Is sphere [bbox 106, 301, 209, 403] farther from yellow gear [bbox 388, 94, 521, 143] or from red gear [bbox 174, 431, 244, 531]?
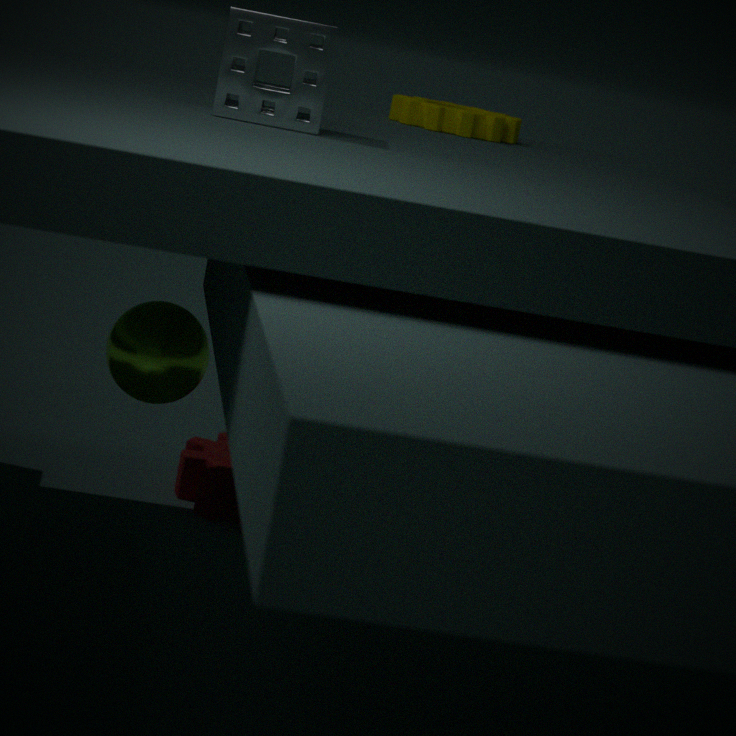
yellow gear [bbox 388, 94, 521, 143]
